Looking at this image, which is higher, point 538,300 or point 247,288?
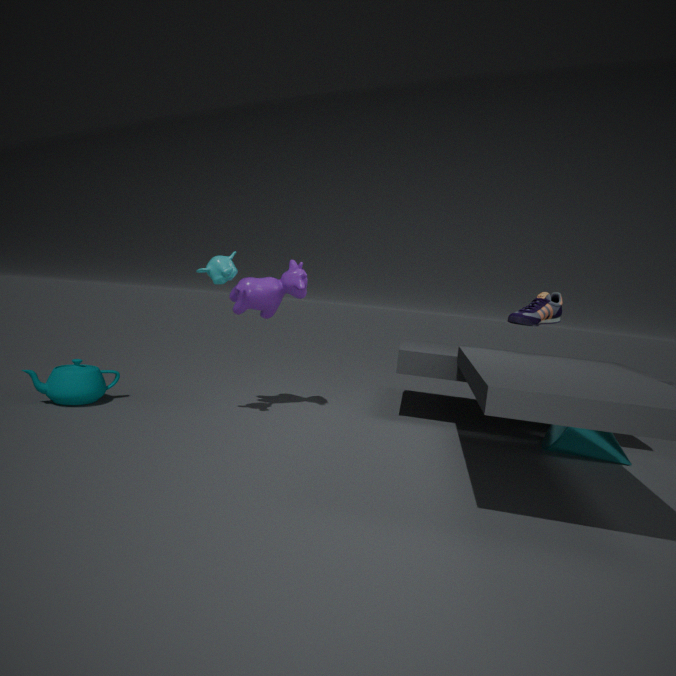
point 538,300
